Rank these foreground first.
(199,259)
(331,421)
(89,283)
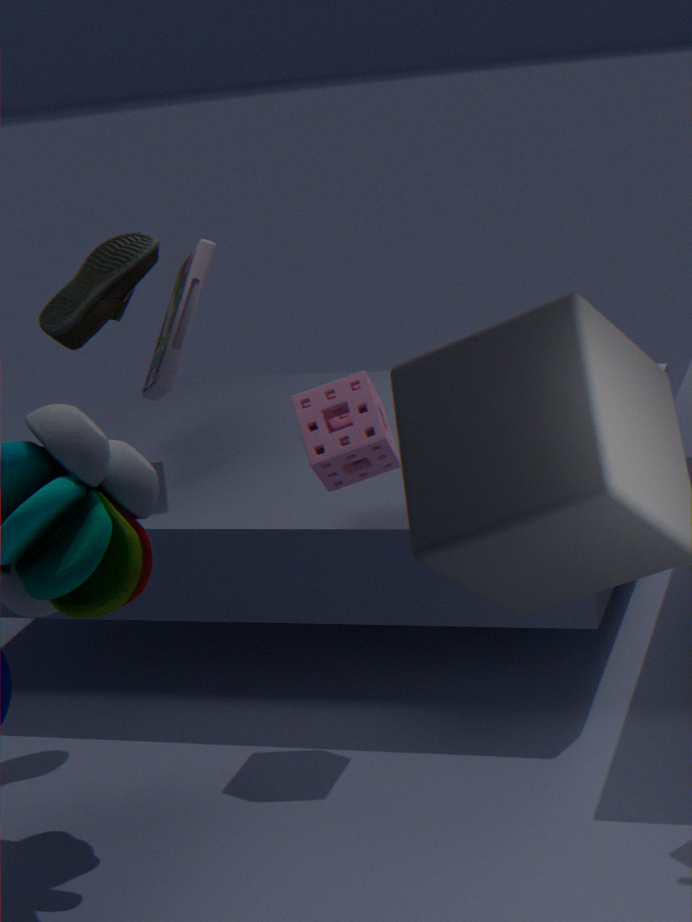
1. (331,421)
2. (89,283)
3. (199,259)
